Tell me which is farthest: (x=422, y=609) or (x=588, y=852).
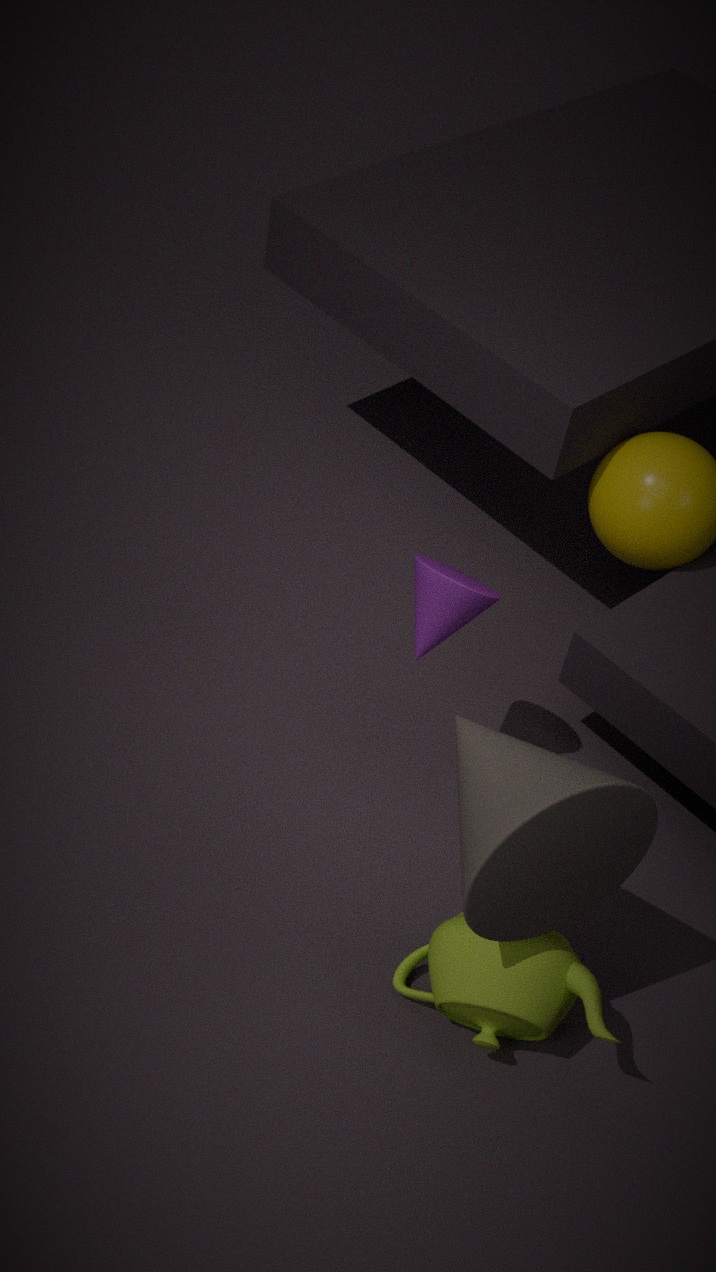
(x=422, y=609)
